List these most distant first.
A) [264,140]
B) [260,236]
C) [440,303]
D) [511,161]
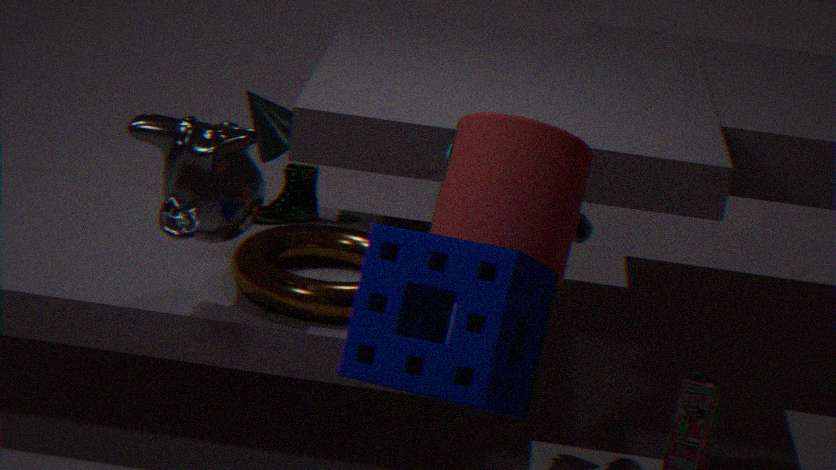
[264,140] < [260,236] < [511,161] < [440,303]
